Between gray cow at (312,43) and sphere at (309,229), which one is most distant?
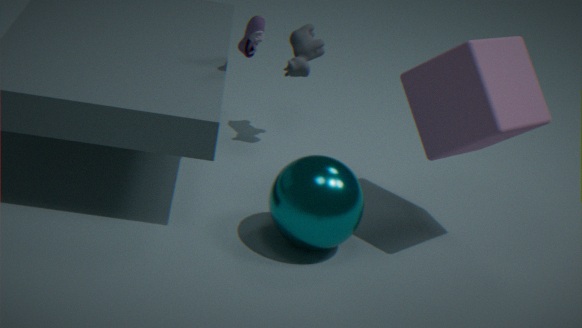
A: gray cow at (312,43)
